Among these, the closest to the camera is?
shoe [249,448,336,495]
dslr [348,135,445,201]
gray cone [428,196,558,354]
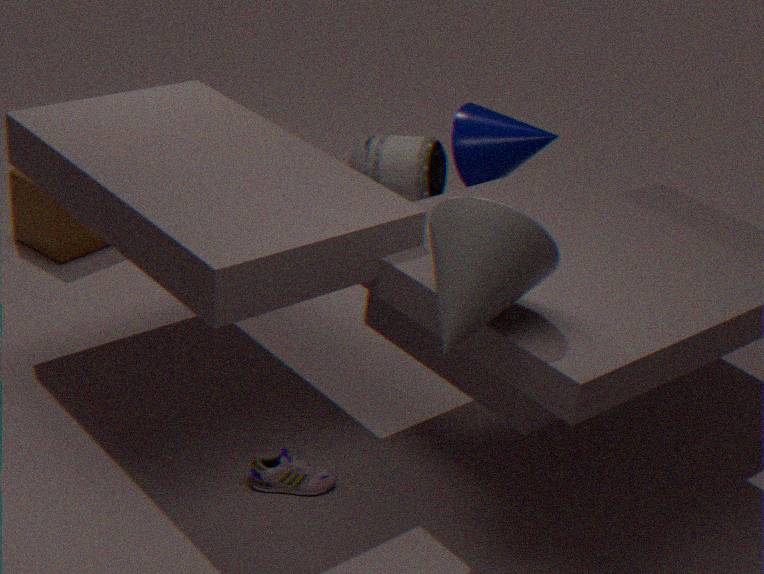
gray cone [428,196,558,354]
